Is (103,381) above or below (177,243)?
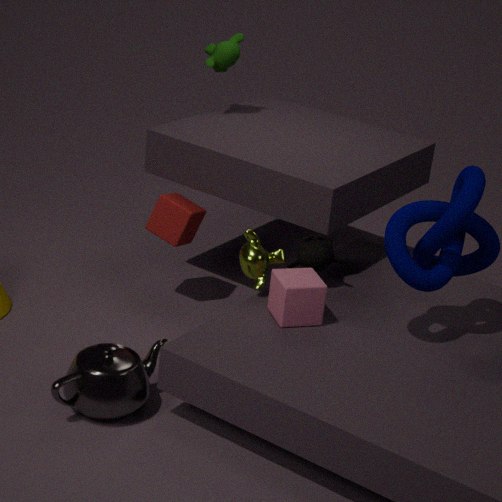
below
